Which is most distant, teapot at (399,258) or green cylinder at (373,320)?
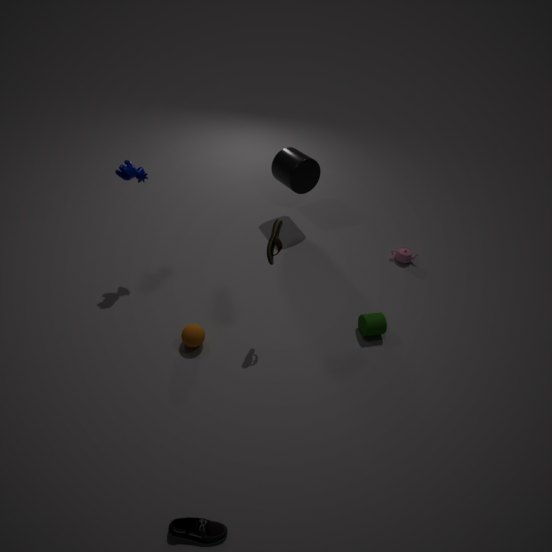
teapot at (399,258)
